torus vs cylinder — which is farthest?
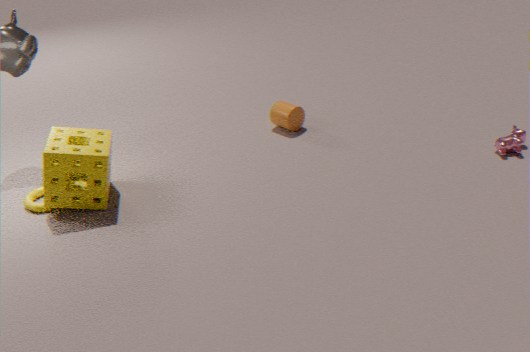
cylinder
